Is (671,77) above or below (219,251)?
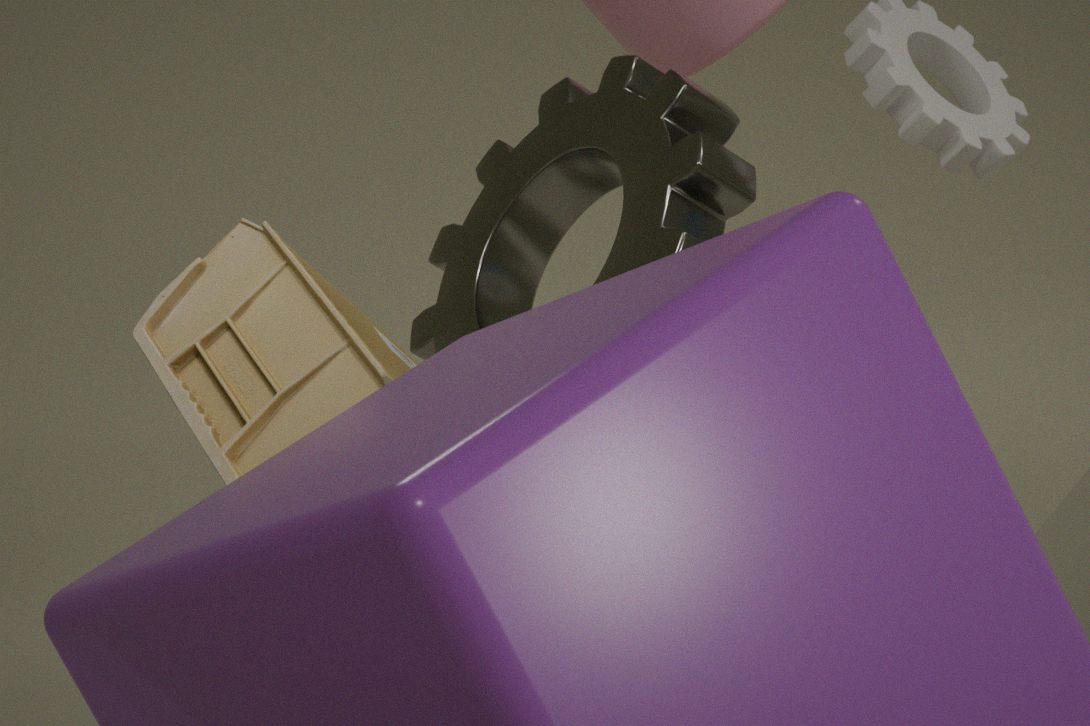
below
